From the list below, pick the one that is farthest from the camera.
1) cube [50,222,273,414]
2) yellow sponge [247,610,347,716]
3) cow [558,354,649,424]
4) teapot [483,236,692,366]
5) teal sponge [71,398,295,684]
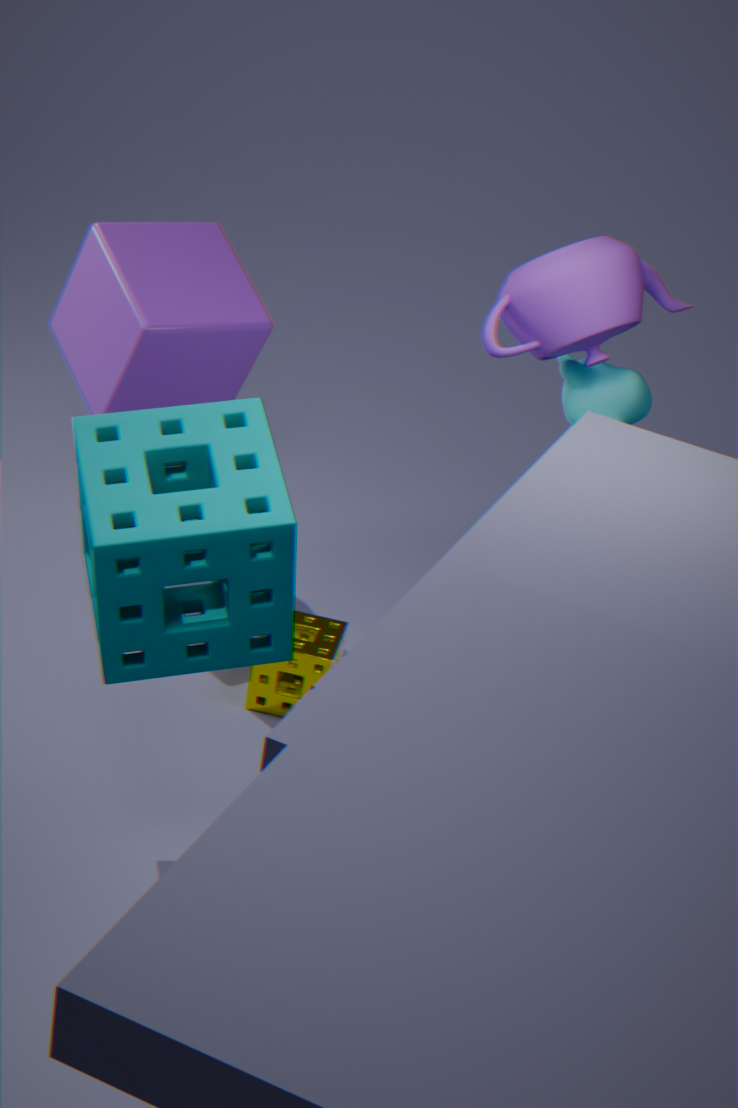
1. cube [50,222,273,414]
